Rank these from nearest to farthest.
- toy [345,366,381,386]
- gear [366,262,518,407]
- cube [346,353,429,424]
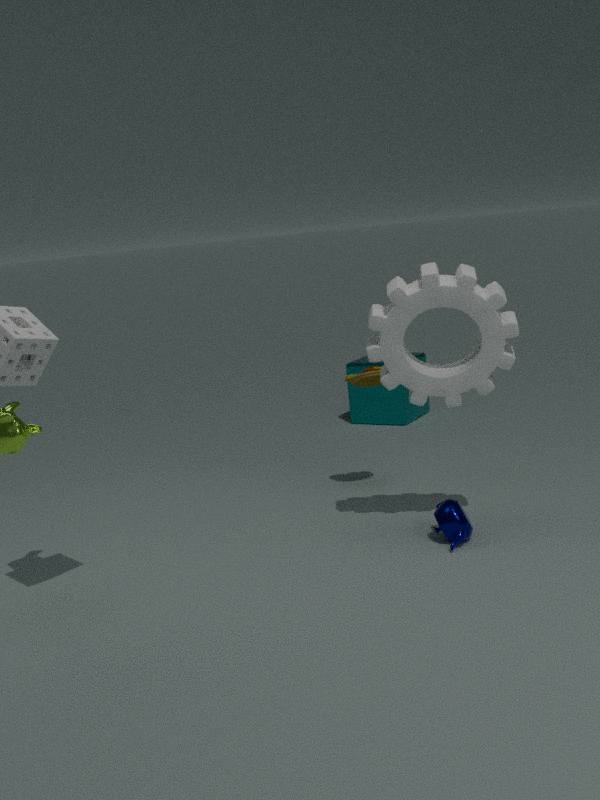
gear [366,262,518,407]
toy [345,366,381,386]
cube [346,353,429,424]
